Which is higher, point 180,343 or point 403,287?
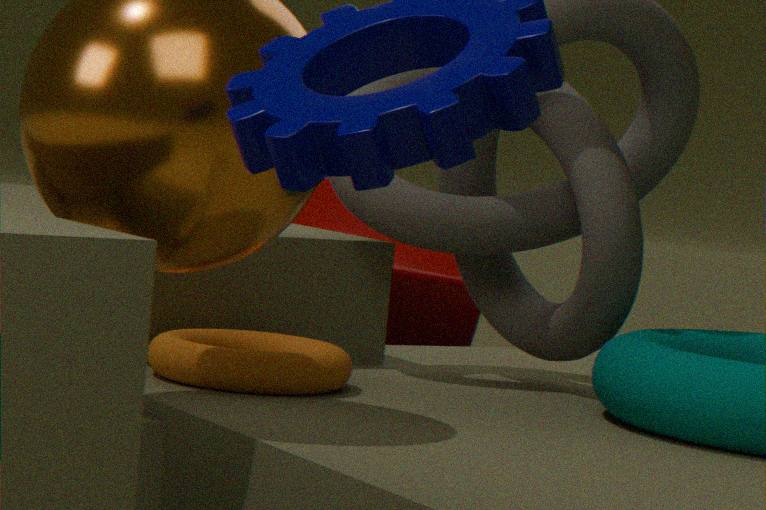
point 180,343
